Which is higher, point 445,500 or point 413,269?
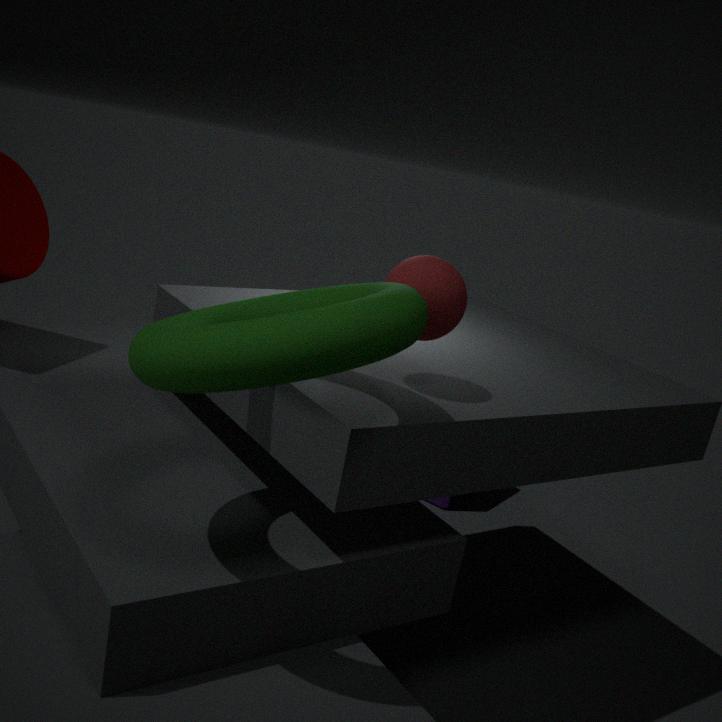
point 413,269
